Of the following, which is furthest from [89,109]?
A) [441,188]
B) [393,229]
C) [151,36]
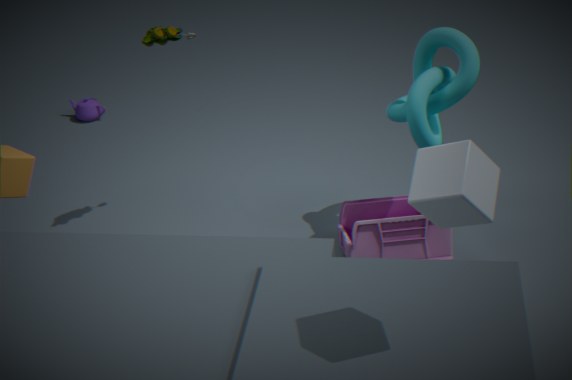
[441,188]
